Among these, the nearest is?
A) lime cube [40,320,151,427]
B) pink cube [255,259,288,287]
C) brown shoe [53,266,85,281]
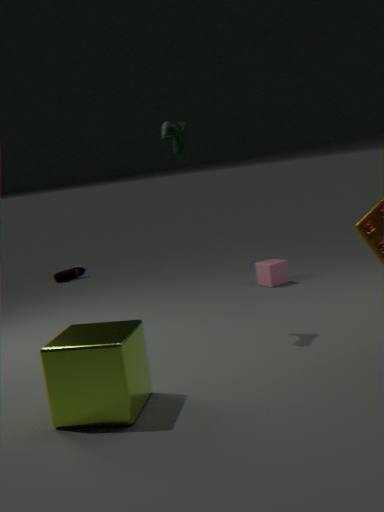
lime cube [40,320,151,427]
